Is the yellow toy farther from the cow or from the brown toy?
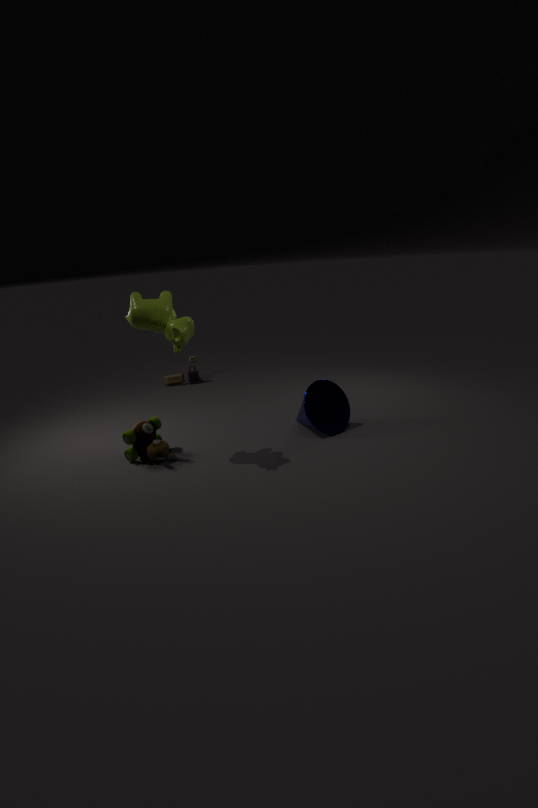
the brown toy
